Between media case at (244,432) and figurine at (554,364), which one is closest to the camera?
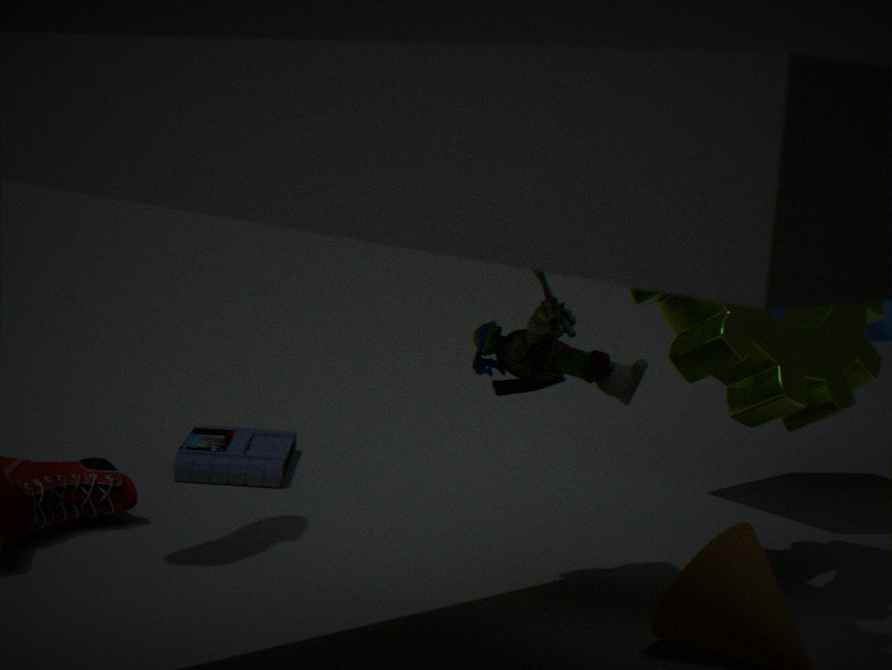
figurine at (554,364)
